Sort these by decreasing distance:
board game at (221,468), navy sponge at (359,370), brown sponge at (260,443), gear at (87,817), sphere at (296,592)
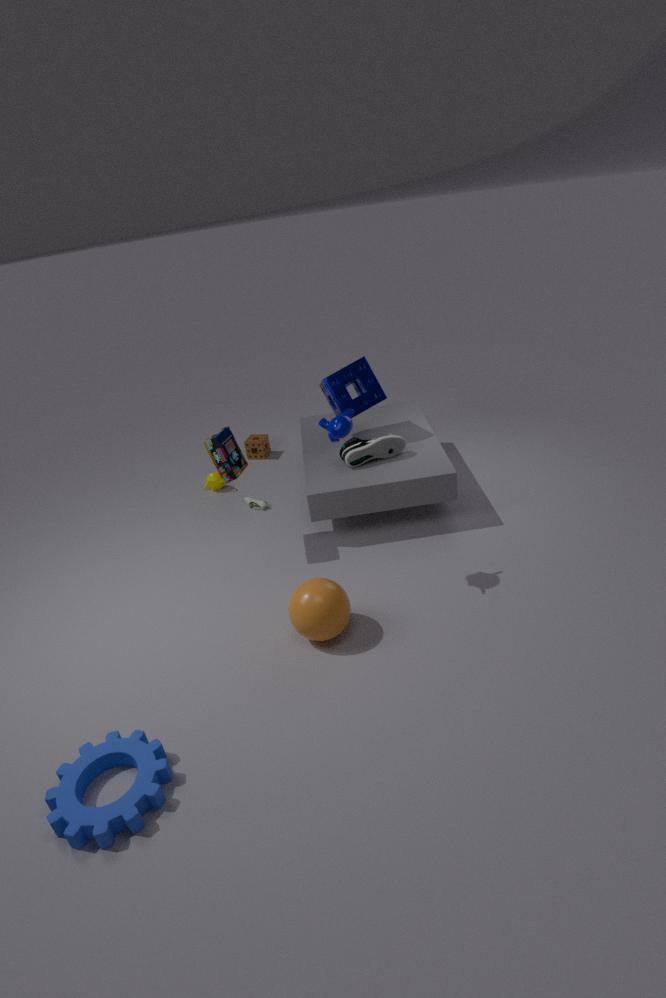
brown sponge at (260,443) → navy sponge at (359,370) → board game at (221,468) → sphere at (296,592) → gear at (87,817)
